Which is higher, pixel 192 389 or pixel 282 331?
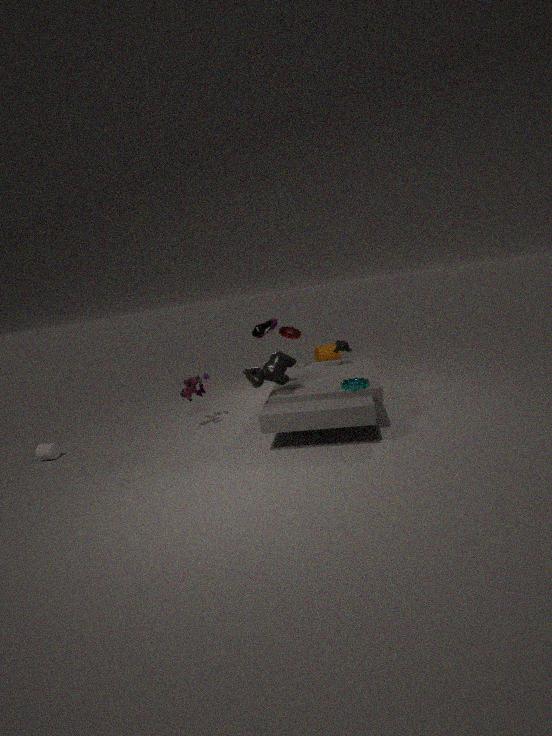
pixel 282 331
